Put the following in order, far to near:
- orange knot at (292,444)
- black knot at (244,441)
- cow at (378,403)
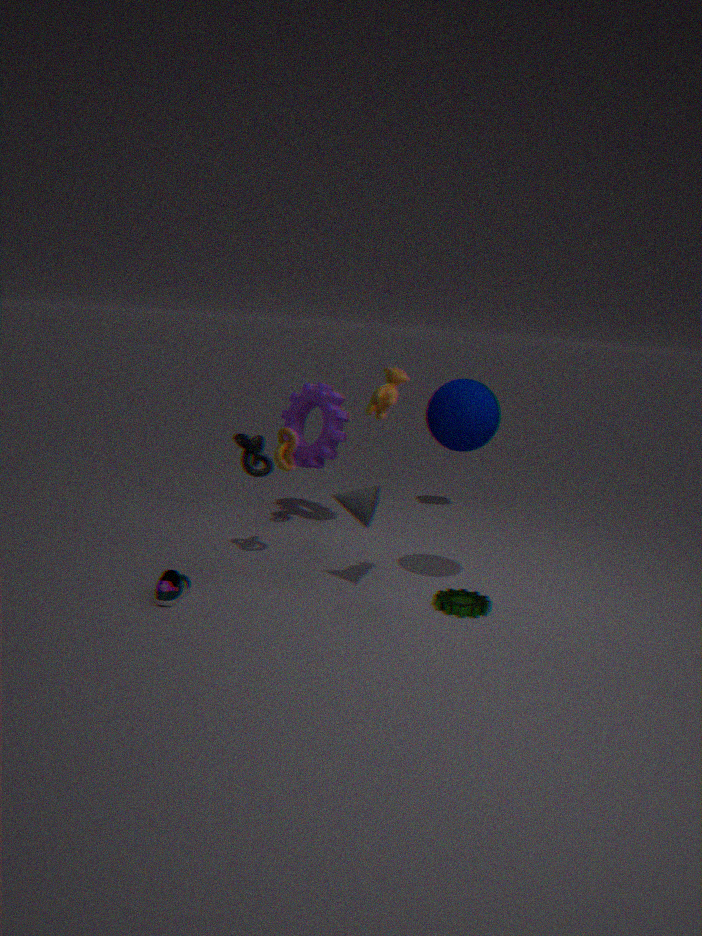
orange knot at (292,444)
black knot at (244,441)
cow at (378,403)
